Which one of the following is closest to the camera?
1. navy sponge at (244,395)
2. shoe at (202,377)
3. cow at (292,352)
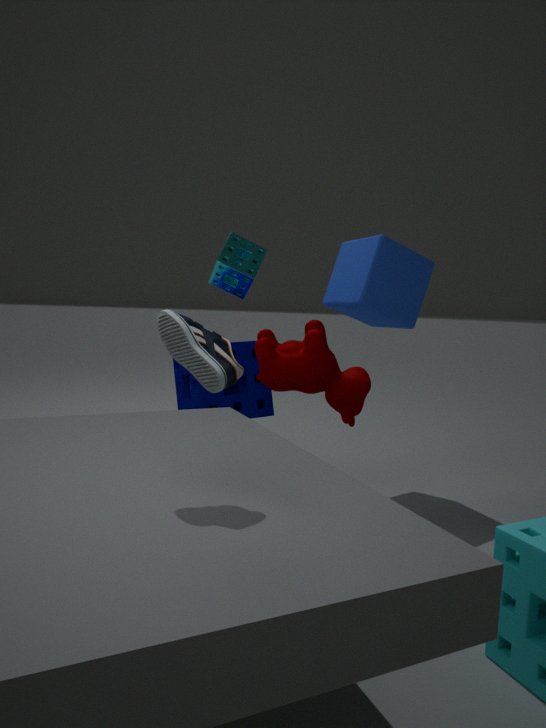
shoe at (202,377)
